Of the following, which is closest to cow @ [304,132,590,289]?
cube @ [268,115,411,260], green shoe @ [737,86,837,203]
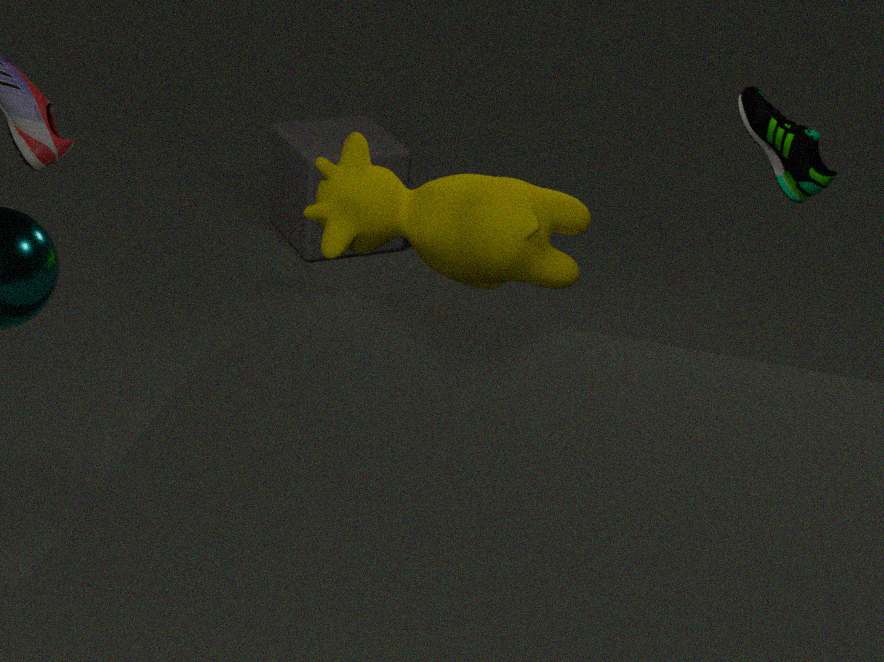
green shoe @ [737,86,837,203]
